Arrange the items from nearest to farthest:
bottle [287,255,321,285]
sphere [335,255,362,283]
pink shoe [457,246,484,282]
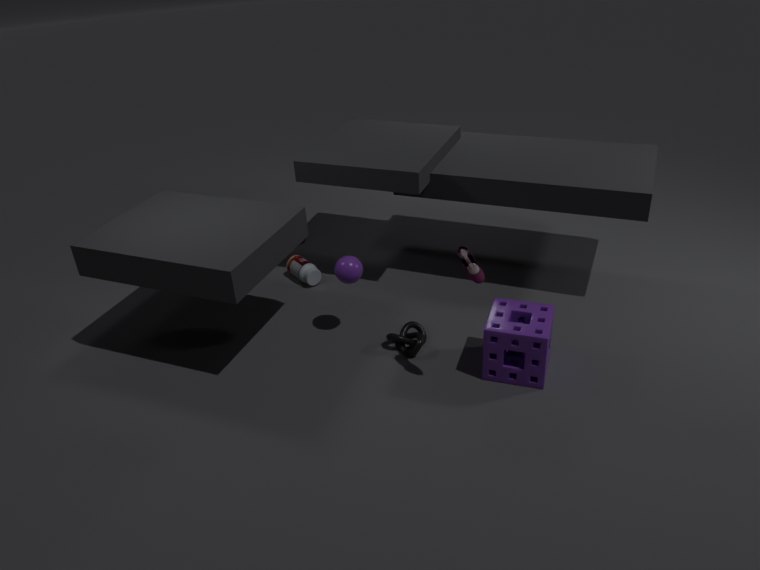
pink shoe [457,246,484,282] → sphere [335,255,362,283] → bottle [287,255,321,285]
